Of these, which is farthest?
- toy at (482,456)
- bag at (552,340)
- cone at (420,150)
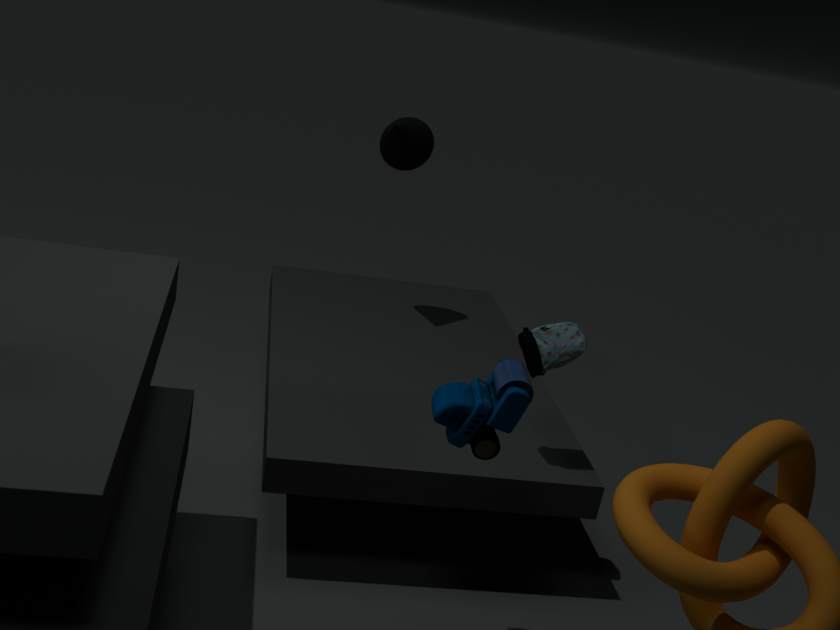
cone at (420,150)
